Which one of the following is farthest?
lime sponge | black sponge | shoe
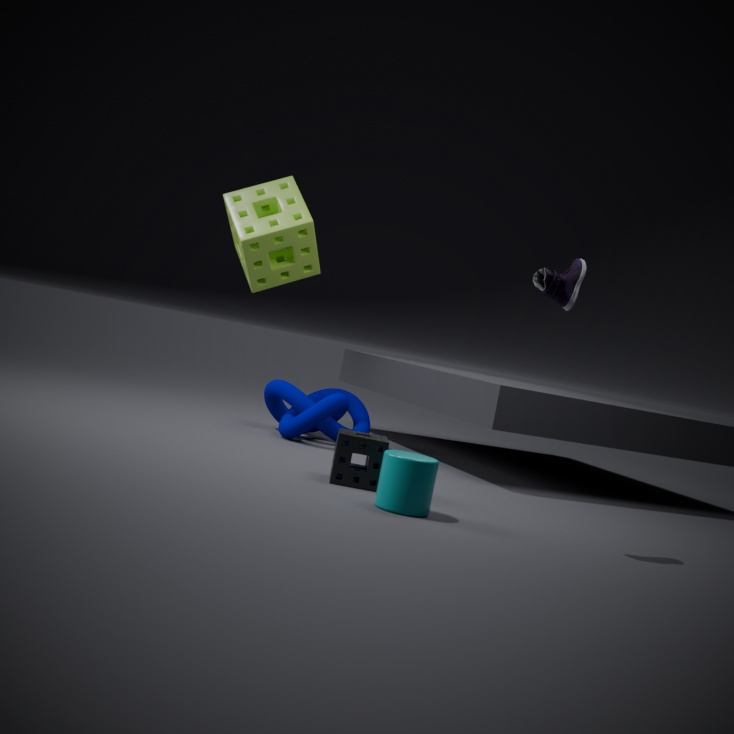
lime sponge
